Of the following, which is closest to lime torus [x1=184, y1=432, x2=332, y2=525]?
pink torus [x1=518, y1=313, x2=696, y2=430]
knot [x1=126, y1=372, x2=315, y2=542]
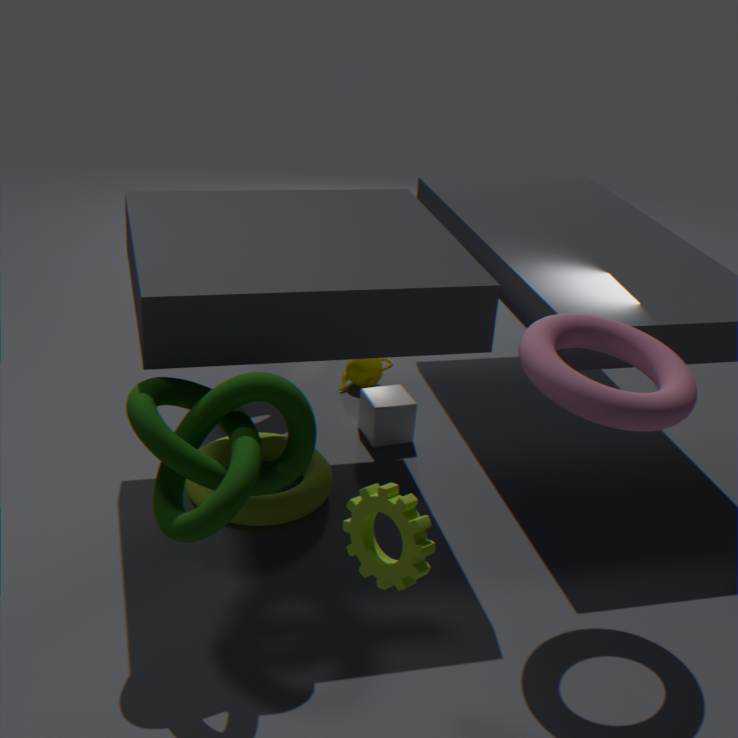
knot [x1=126, y1=372, x2=315, y2=542]
